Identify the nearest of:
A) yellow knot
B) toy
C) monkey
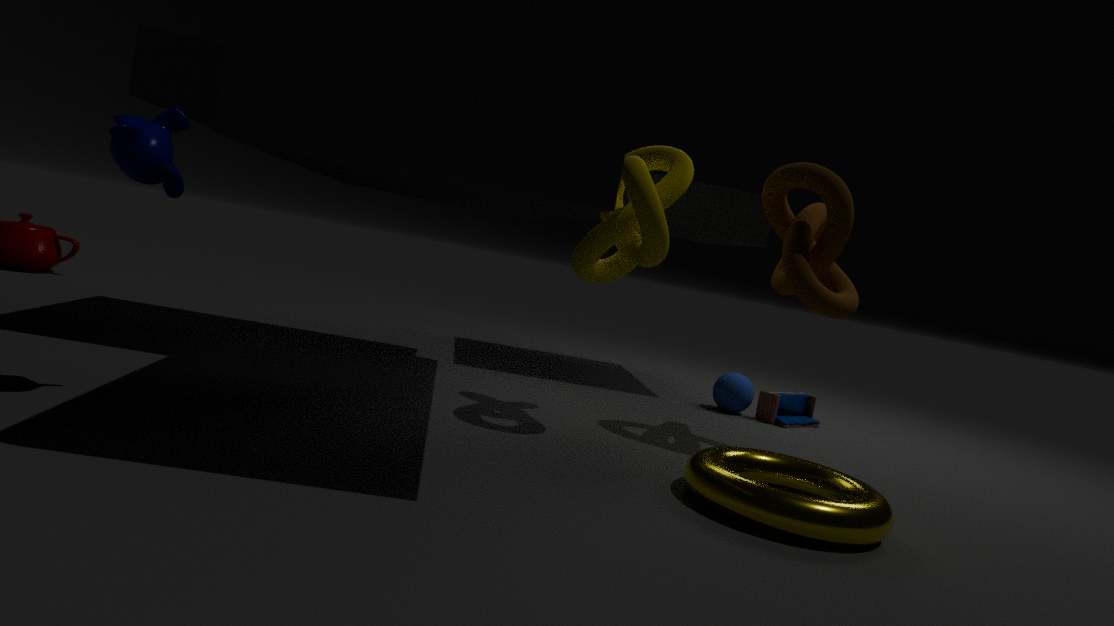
monkey
